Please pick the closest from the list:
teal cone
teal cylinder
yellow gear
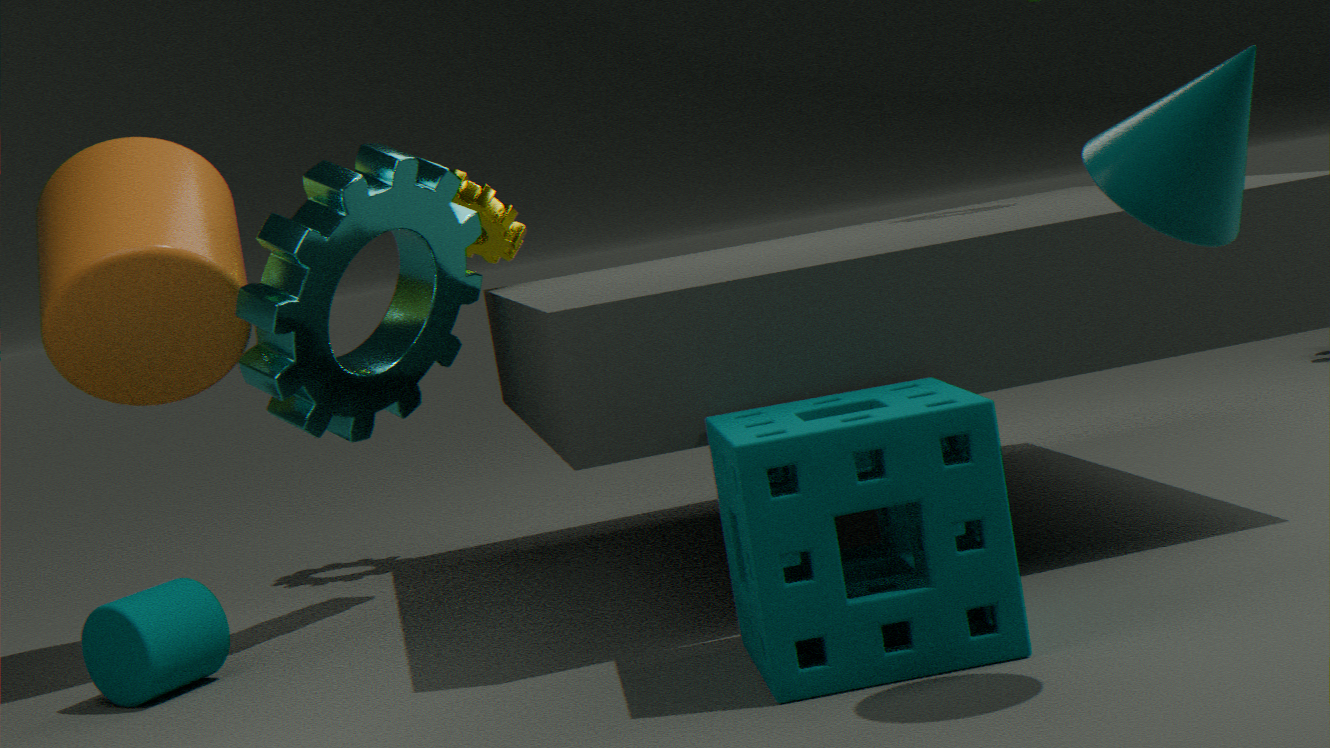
teal cone
